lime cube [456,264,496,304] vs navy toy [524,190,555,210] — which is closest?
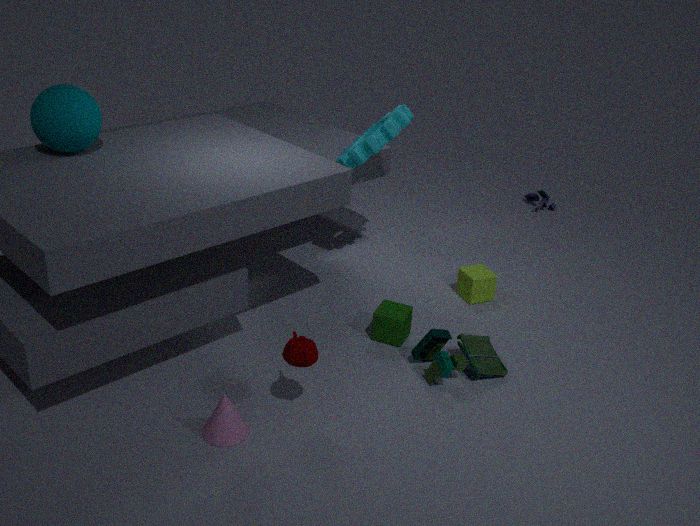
lime cube [456,264,496,304]
